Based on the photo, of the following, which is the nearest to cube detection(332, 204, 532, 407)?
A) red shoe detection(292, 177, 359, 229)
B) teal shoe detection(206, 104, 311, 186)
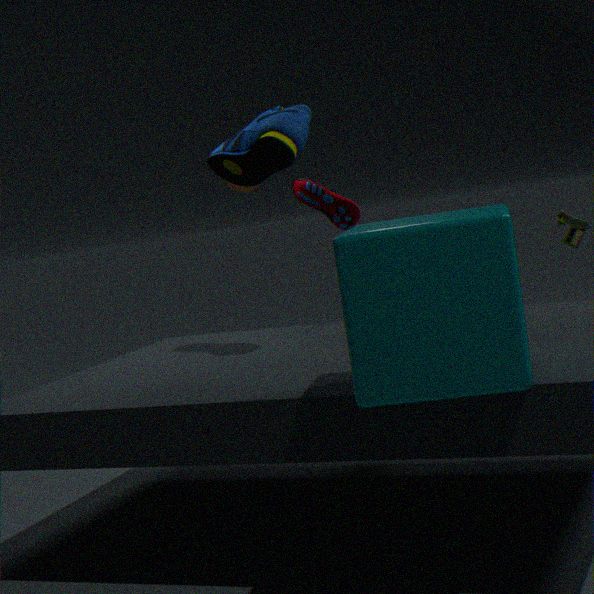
teal shoe detection(206, 104, 311, 186)
